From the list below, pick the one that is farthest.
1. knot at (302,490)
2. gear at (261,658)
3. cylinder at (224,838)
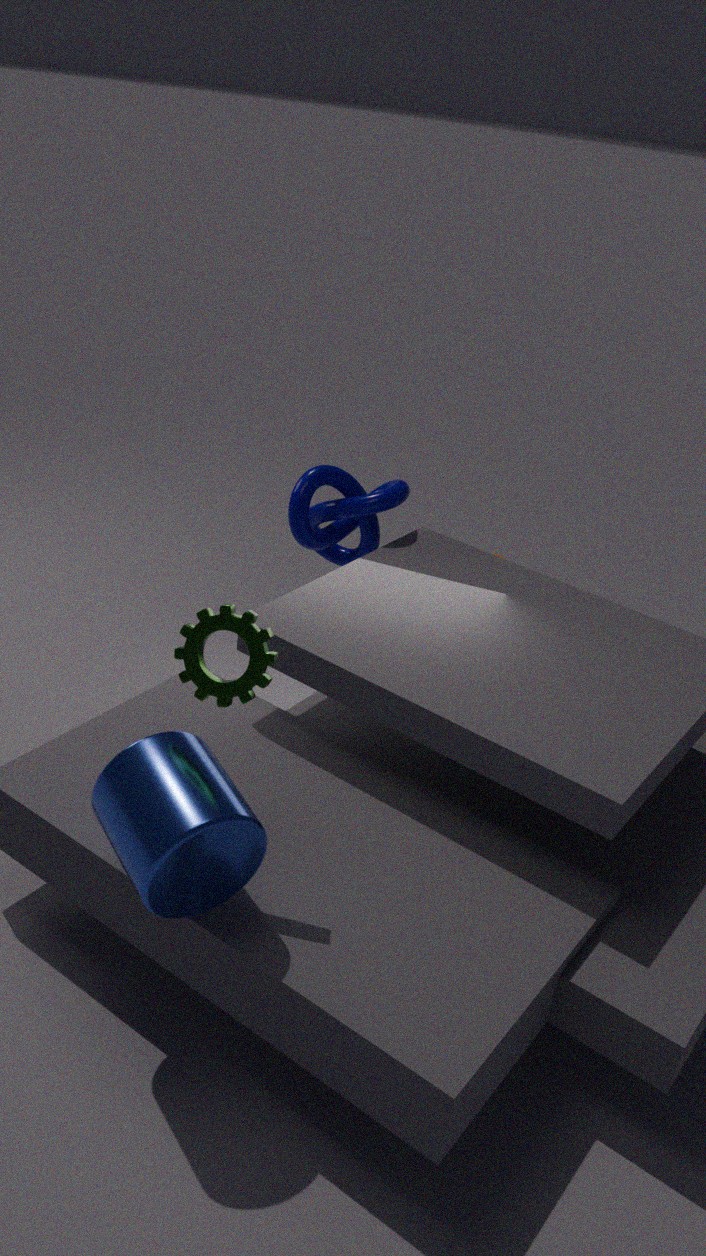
knot at (302,490)
